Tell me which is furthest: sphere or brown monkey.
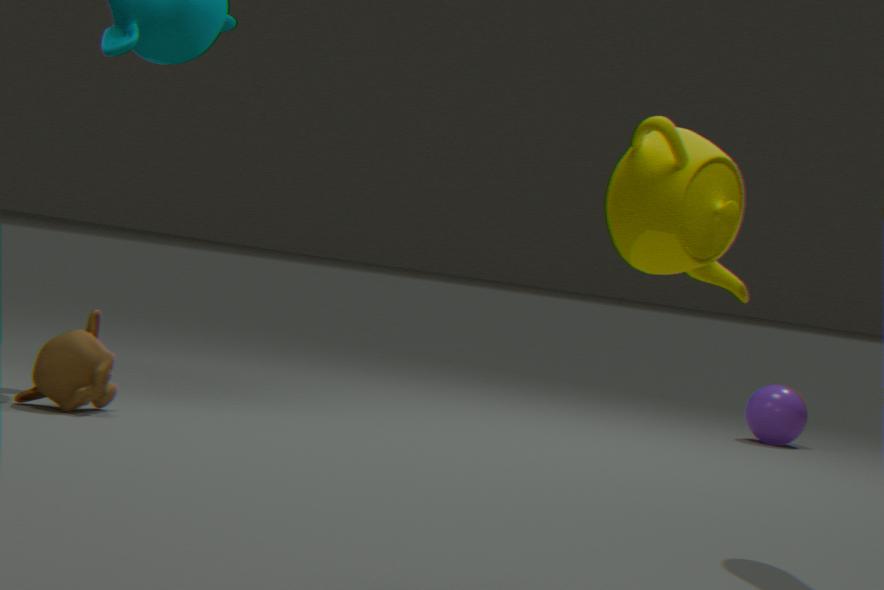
sphere
